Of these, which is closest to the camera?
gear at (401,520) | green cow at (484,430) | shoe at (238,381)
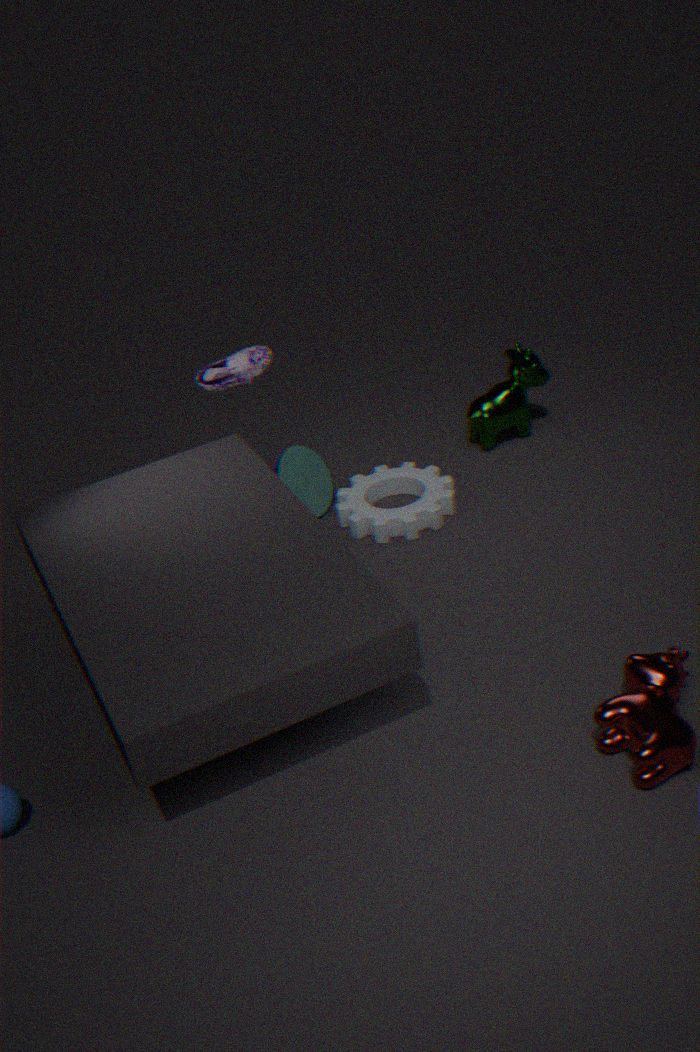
shoe at (238,381)
